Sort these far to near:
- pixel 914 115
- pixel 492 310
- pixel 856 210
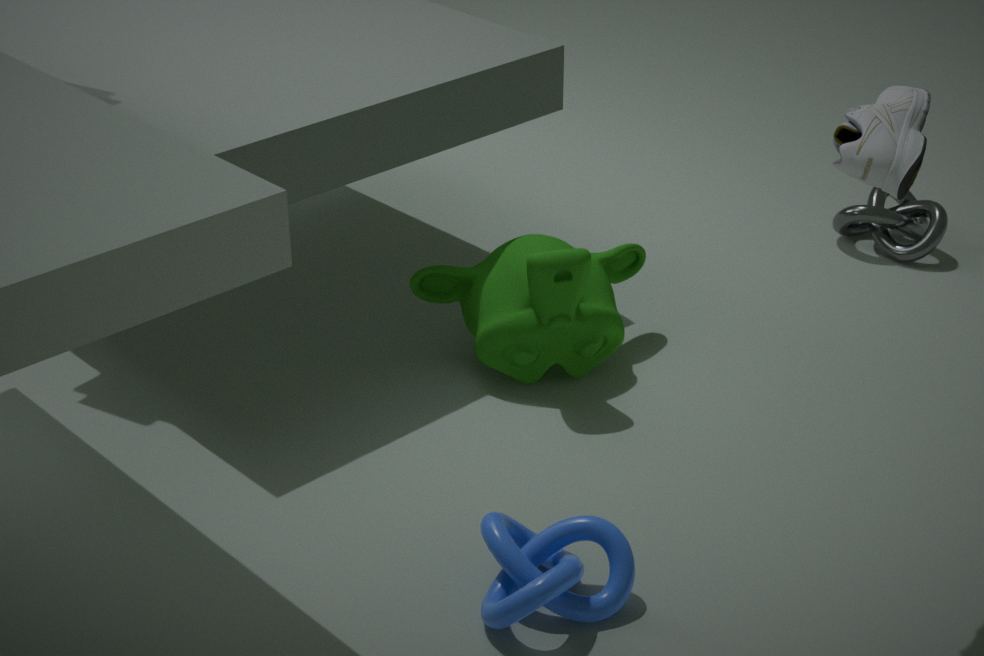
1. pixel 856 210
2. pixel 492 310
3. pixel 914 115
